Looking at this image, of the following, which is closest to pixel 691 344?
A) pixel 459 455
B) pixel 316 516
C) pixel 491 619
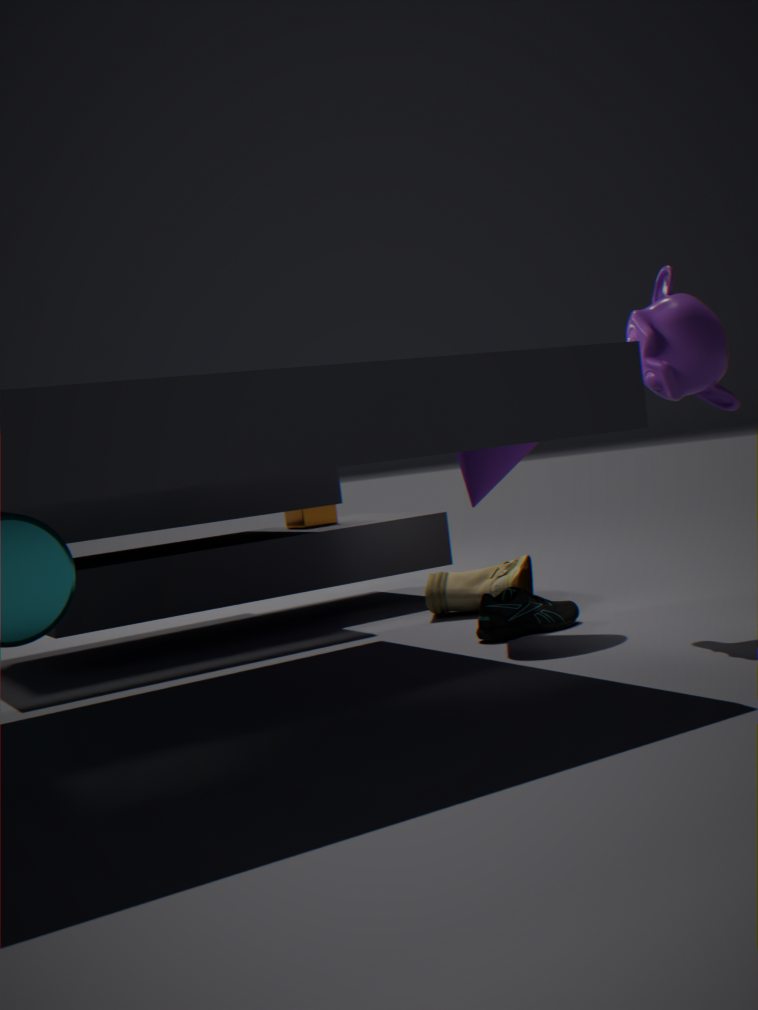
pixel 459 455
